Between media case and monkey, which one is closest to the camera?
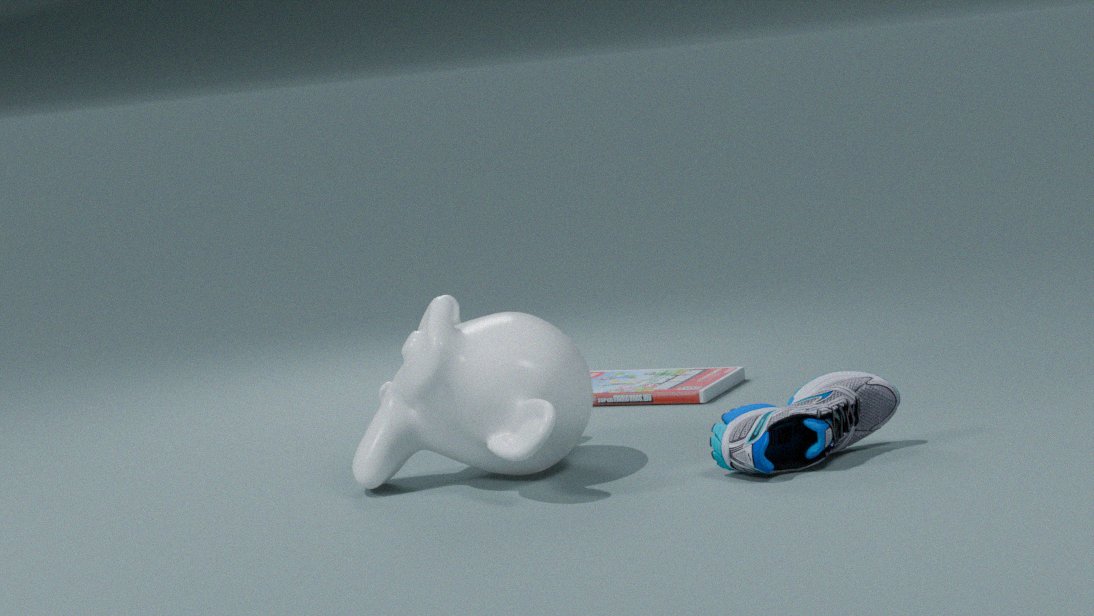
monkey
